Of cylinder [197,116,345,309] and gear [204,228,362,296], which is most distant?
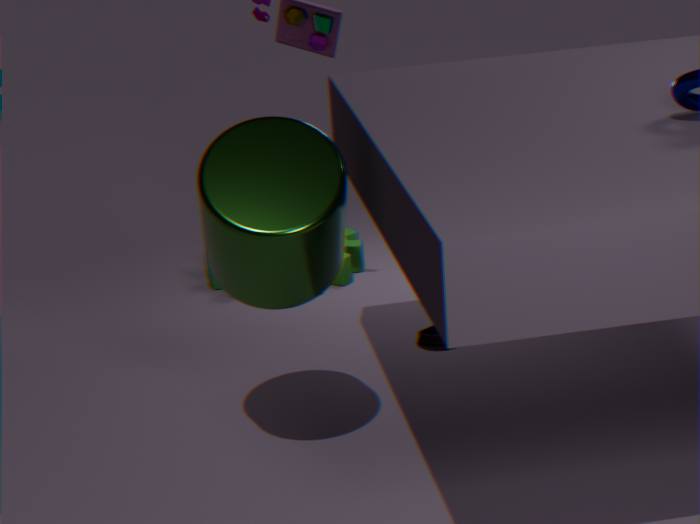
gear [204,228,362,296]
